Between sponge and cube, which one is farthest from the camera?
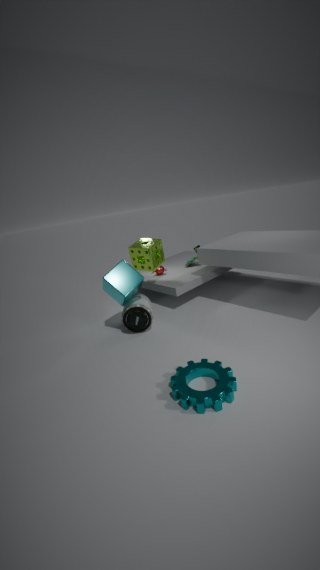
sponge
